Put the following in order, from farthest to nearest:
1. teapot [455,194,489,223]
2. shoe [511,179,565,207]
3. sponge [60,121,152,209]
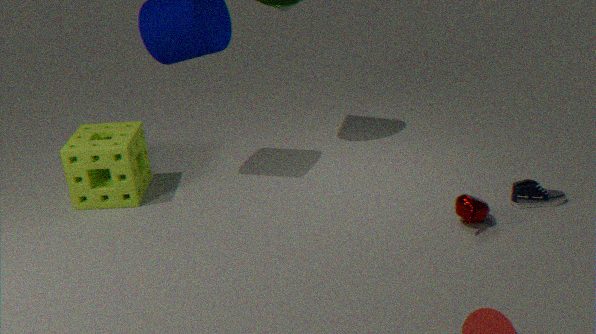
sponge [60,121,152,209] → shoe [511,179,565,207] → teapot [455,194,489,223]
